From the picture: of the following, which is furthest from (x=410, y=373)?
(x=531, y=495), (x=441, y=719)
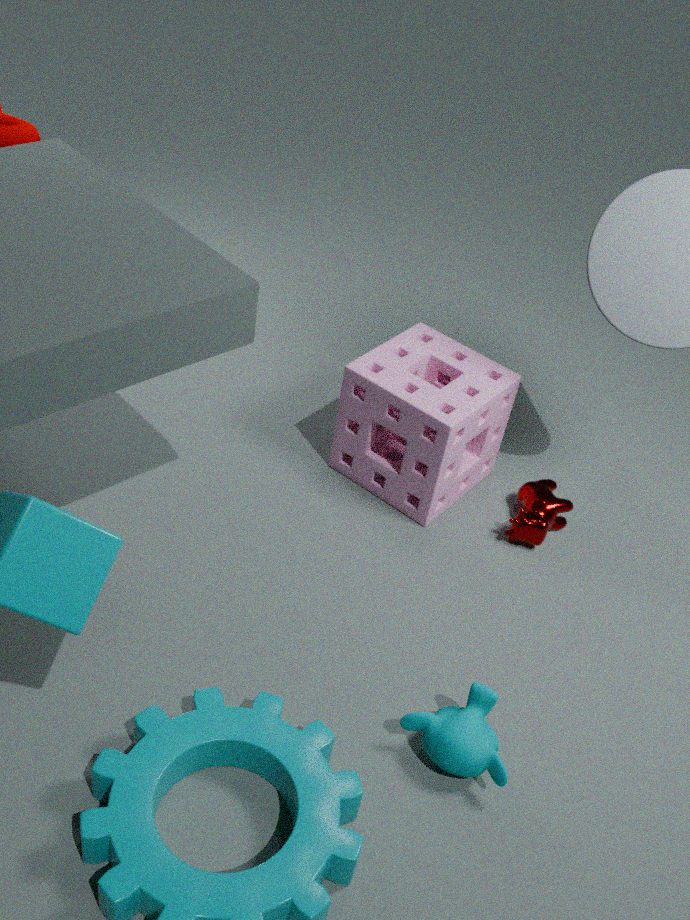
(x=441, y=719)
